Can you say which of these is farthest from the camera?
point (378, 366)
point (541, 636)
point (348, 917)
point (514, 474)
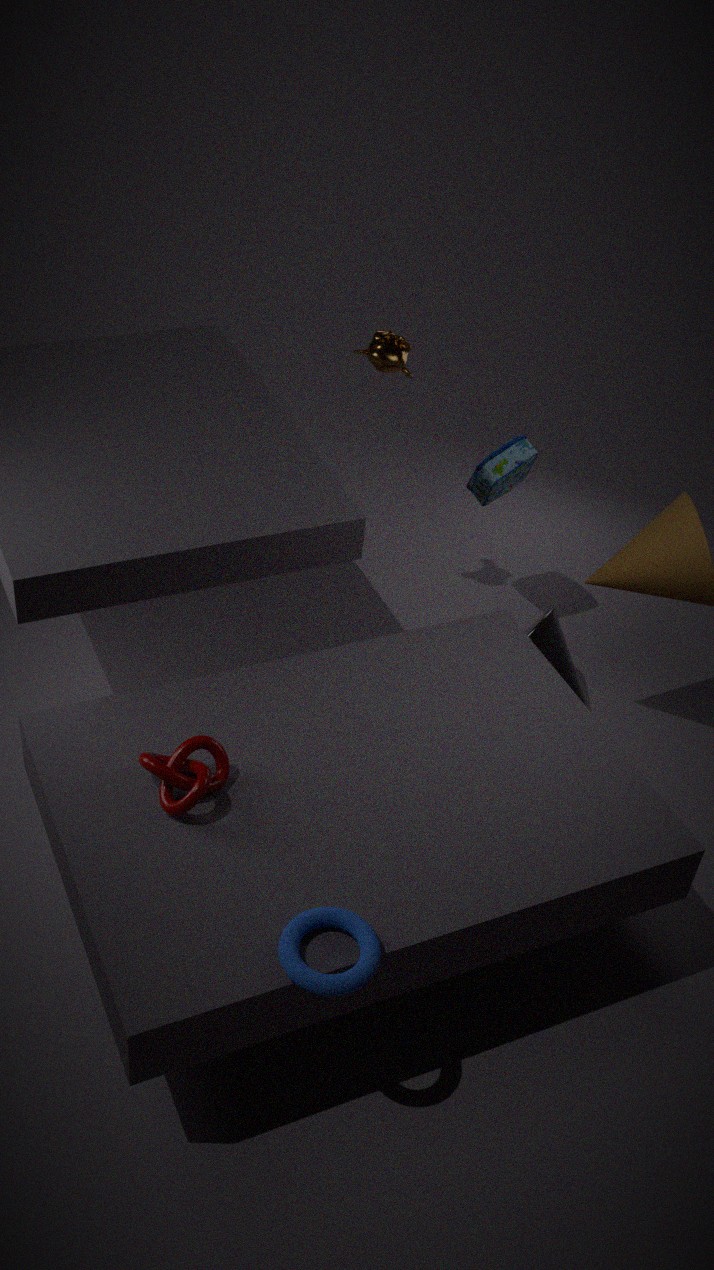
point (514, 474)
